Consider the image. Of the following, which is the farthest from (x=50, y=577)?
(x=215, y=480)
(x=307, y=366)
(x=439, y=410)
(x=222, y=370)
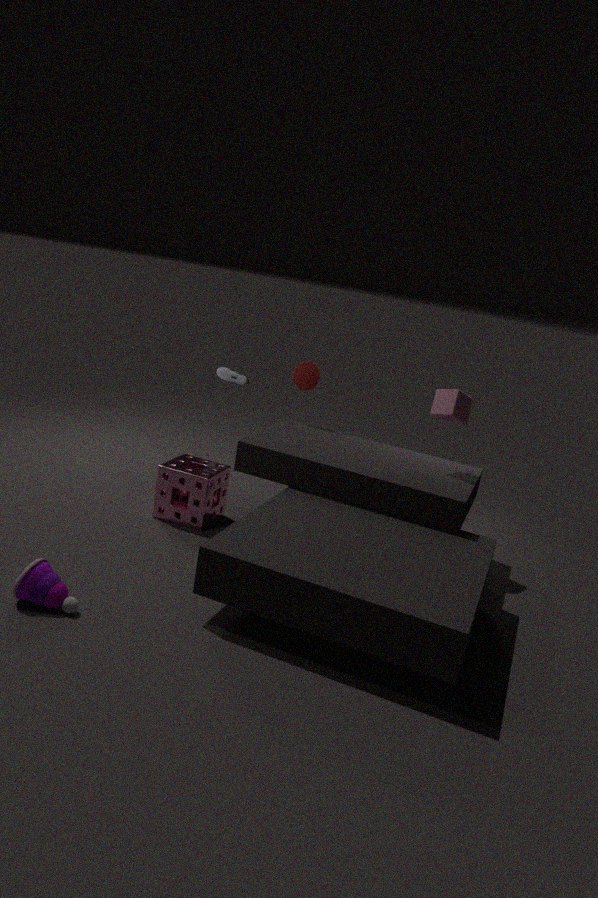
(x=222, y=370)
